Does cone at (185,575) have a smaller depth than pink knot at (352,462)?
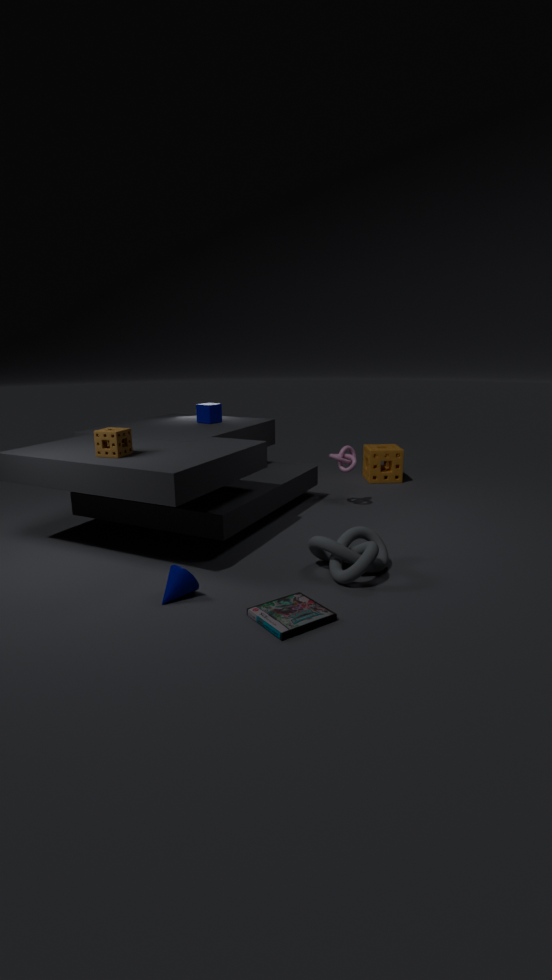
Yes
